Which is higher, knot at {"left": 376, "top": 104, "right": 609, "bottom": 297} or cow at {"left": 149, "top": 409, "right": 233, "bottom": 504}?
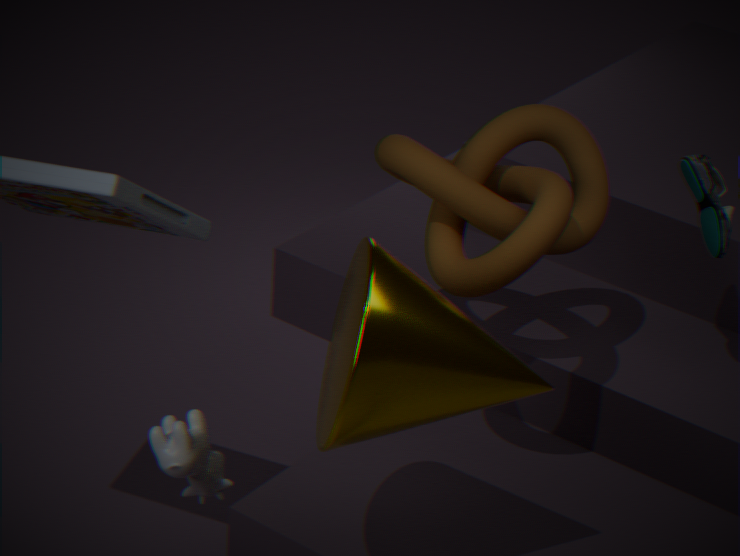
knot at {"left": 376, "top": 104, "right": 609, "bottom": 297}
